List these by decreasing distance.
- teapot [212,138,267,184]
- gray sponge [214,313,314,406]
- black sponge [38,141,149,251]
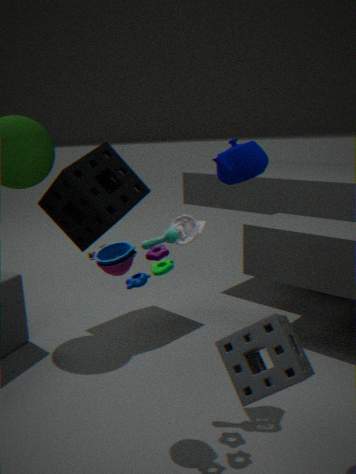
black sponge [38,141,149,251] < teapot [212,138,267,184] < gray sponge [214,313,314,406]
